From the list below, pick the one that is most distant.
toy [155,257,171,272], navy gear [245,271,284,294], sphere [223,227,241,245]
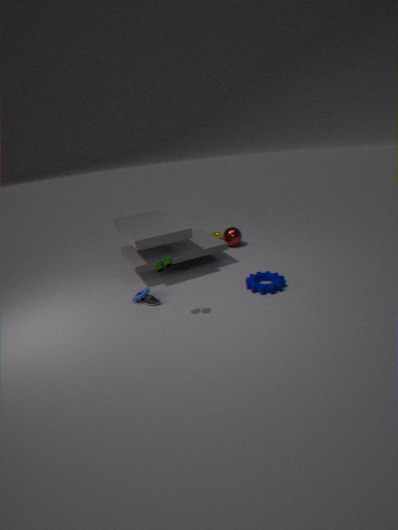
sphere [223,227,241,245]
